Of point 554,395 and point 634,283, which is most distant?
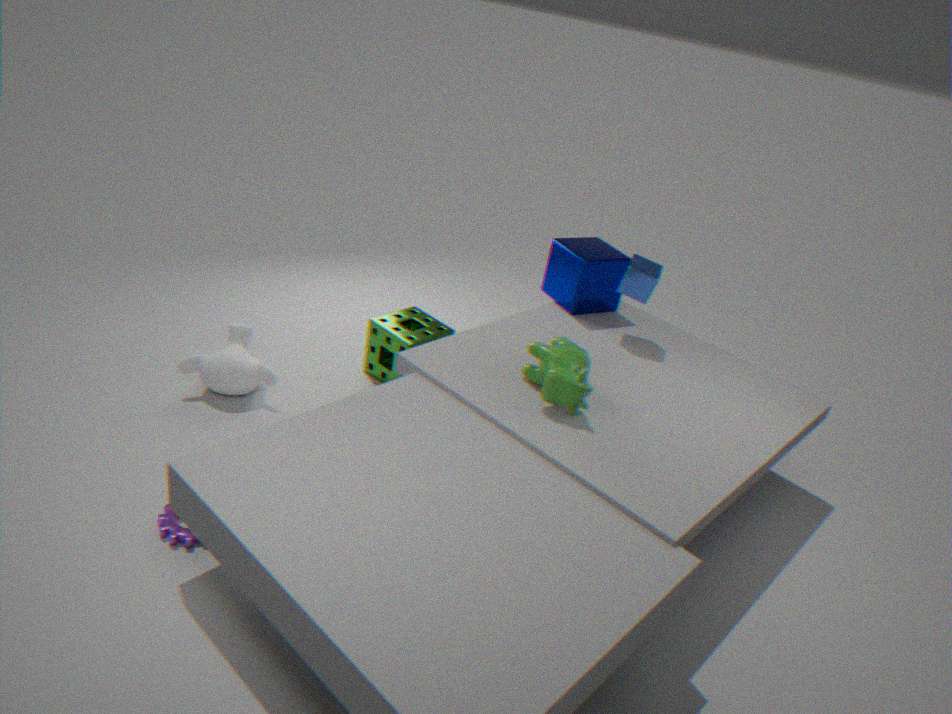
Answer: point 634,283
